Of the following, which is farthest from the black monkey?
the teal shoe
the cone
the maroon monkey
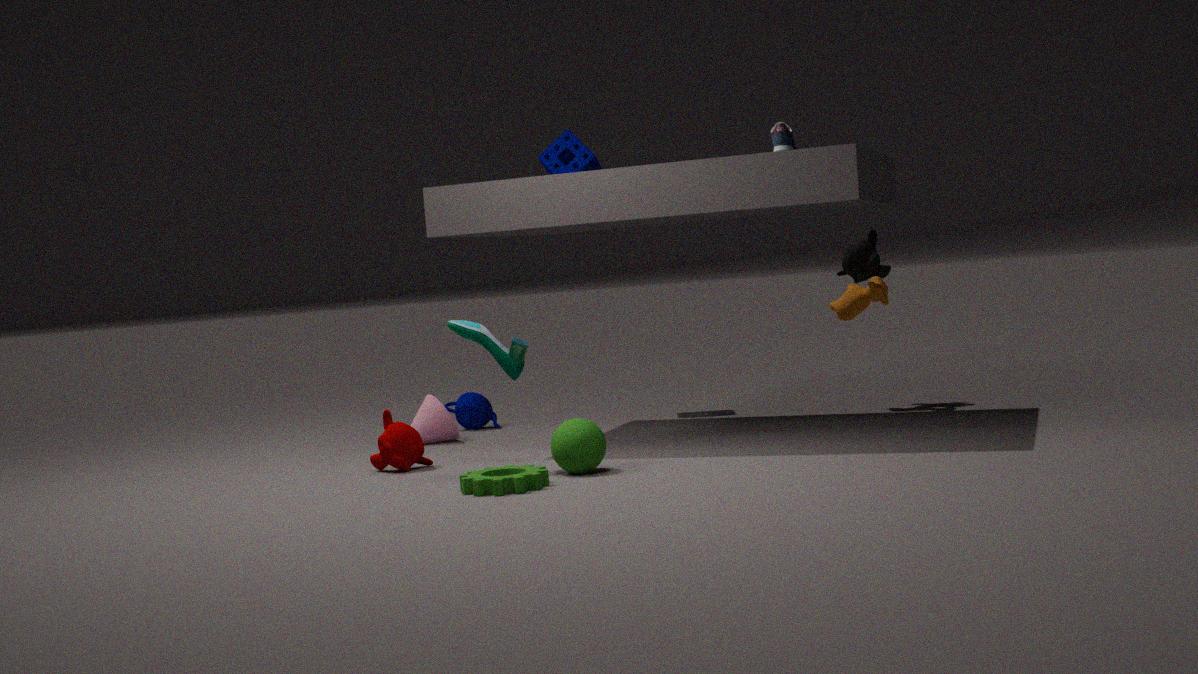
the maroon monkey
